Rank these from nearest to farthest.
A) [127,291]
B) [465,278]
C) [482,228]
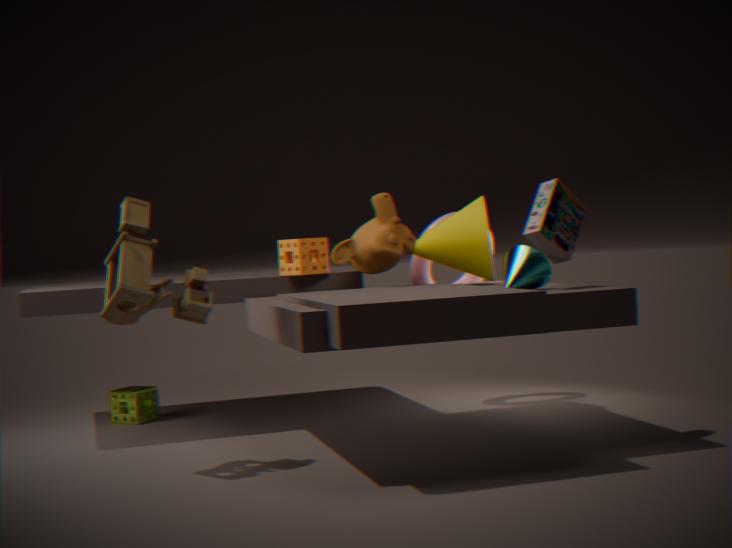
[127,291]
[482,228]
[465,278]
